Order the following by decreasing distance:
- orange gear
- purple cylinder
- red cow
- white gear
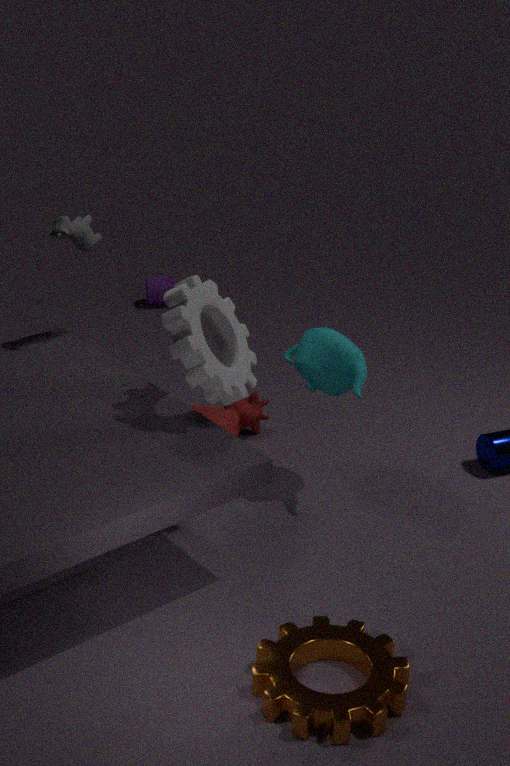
purple cylinder
red cow
white gear
orange gear
